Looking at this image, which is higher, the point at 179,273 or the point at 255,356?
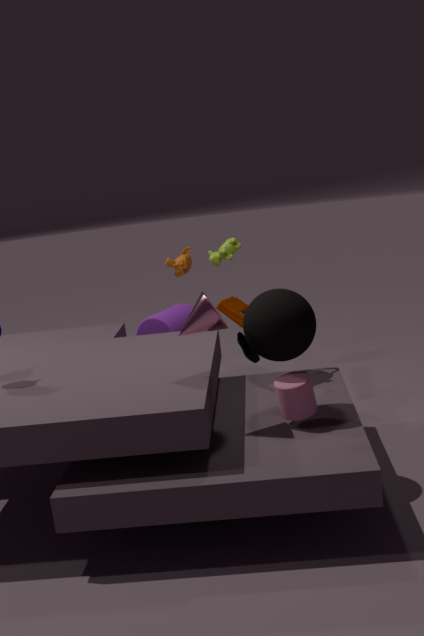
the point at 179,273
